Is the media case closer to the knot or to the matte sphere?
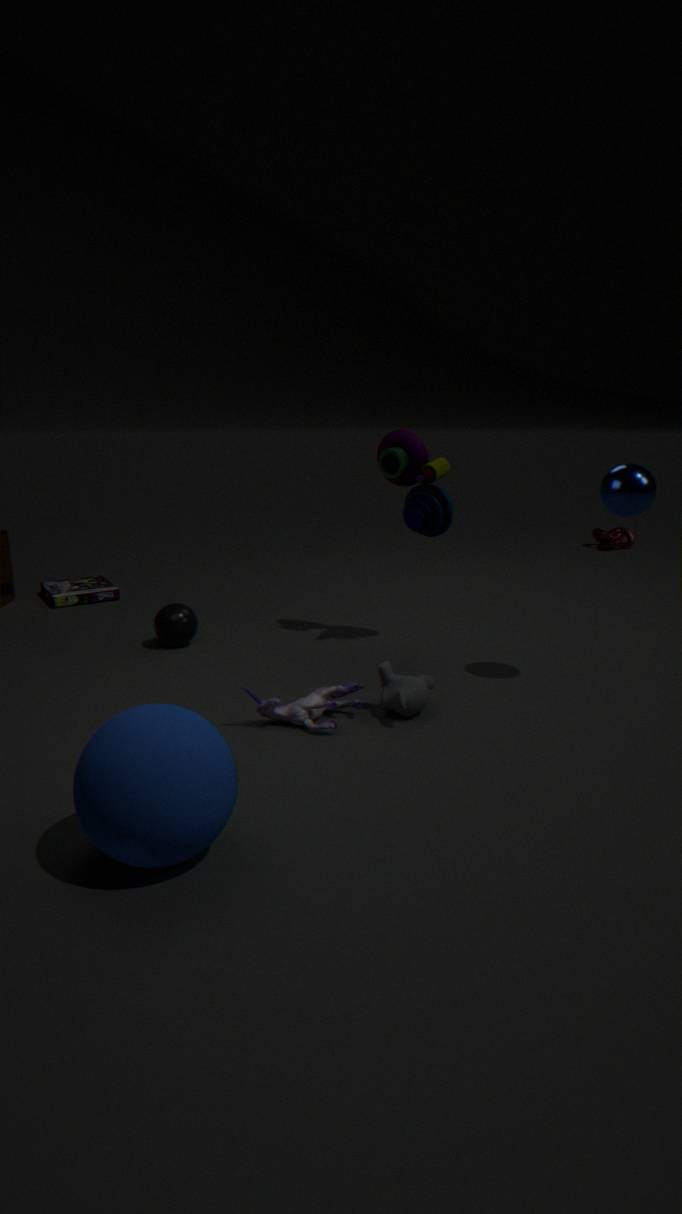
the matte sphere
